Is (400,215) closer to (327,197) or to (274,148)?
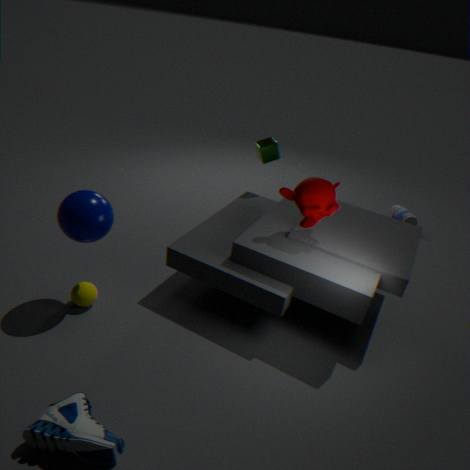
(274,148)
